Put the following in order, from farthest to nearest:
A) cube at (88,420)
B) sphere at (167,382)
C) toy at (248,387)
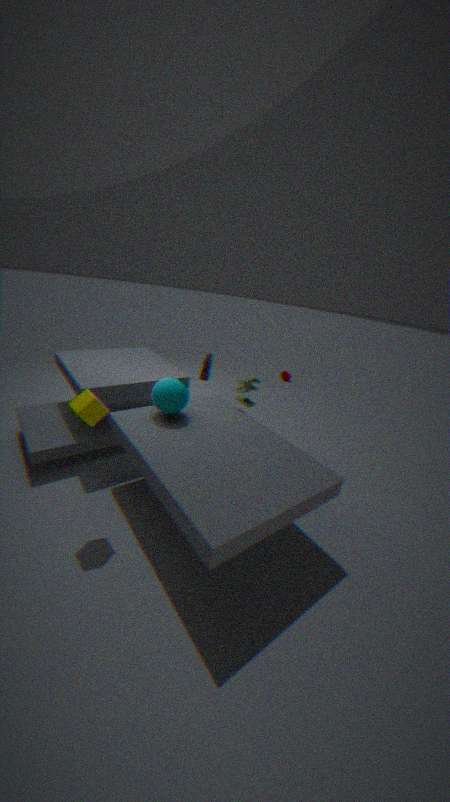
toy at (248,387) → sphere at (167,382) → cube at (88,420)
